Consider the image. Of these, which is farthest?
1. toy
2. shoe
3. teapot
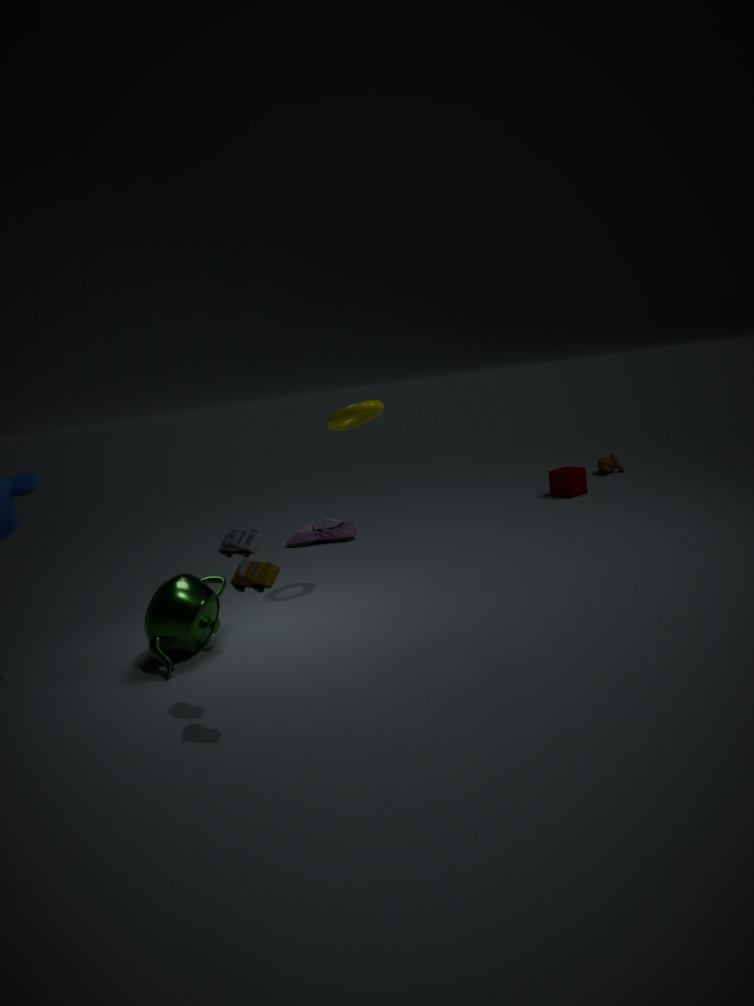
shoe
